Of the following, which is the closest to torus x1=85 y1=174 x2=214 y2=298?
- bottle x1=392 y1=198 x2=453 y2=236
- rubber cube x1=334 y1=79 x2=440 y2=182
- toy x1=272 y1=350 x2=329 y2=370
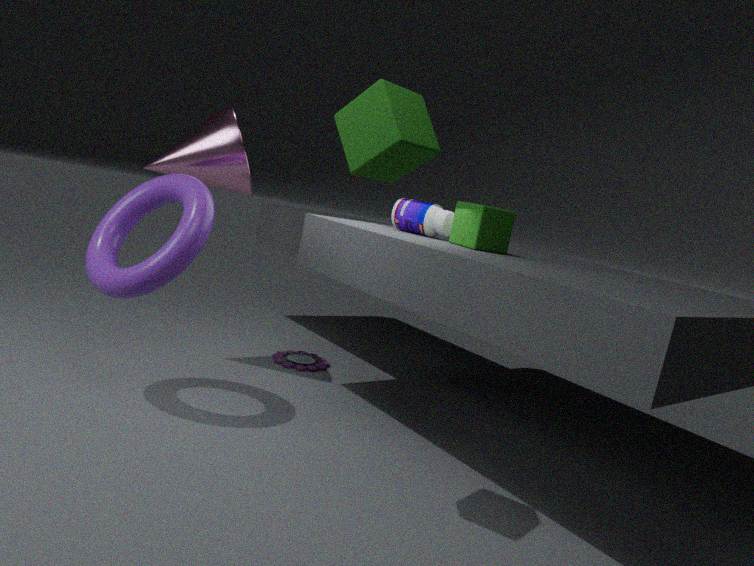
rubber cube x1=334 y1=79 x2=440 y2=182
